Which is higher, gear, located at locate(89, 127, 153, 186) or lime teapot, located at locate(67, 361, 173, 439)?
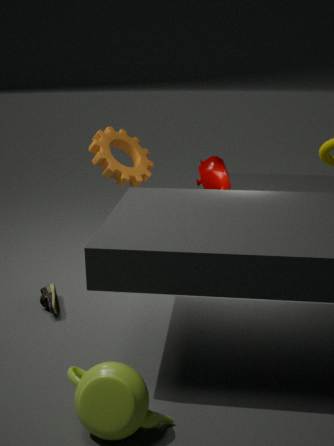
gear, located at locate(89, 127, 153, 186)
